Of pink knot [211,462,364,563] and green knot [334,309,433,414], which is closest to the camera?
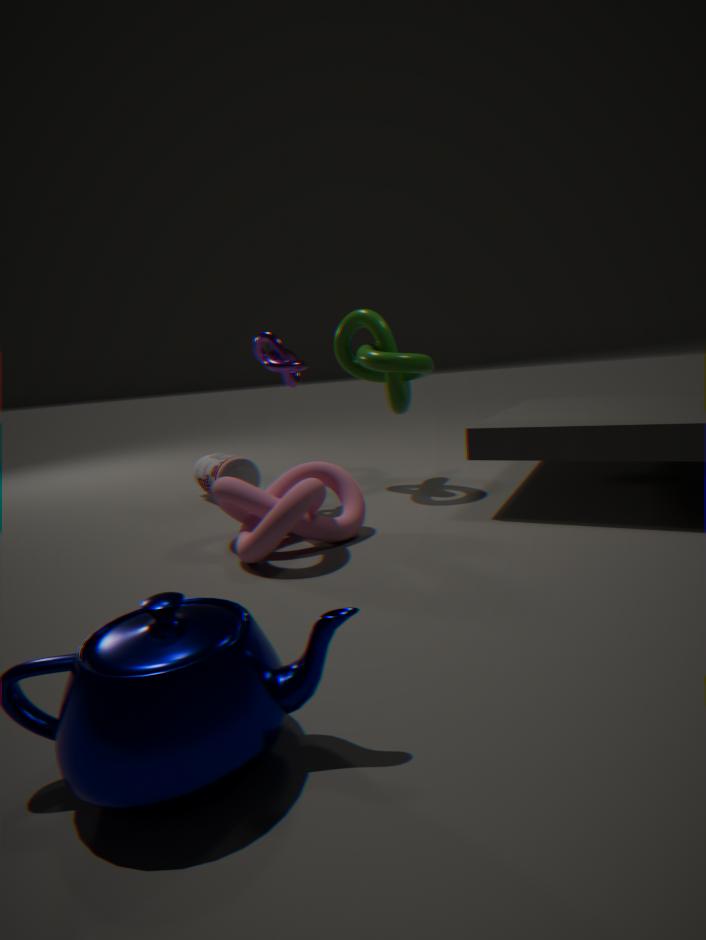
pink knot [211,462,364,563]
